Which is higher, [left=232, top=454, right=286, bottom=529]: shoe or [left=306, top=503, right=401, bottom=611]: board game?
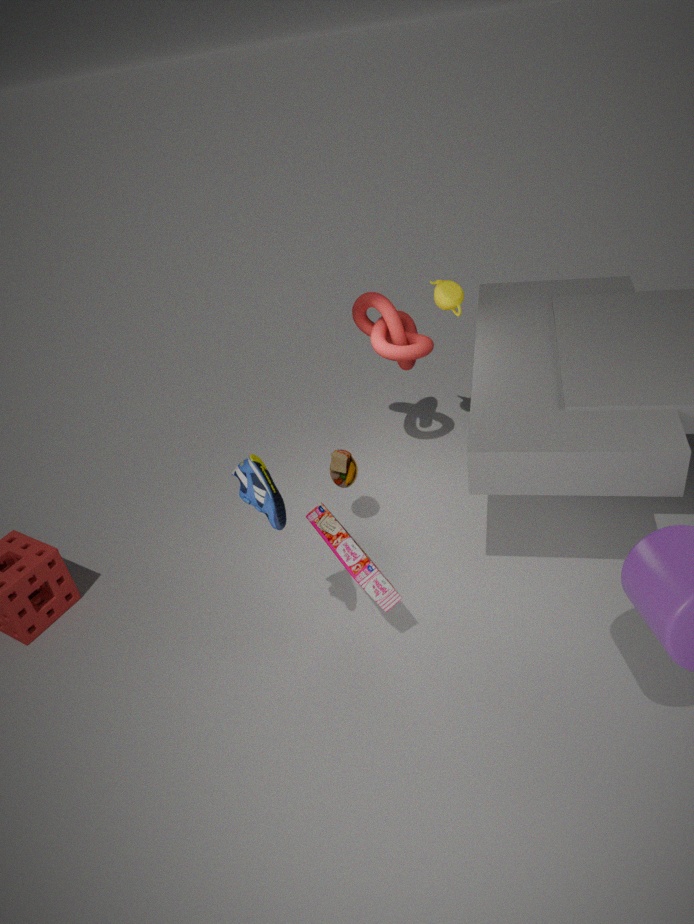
[left=232, top=454, right=286, bottom=529]: shoe
